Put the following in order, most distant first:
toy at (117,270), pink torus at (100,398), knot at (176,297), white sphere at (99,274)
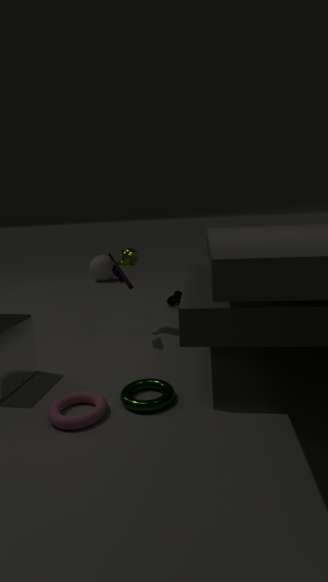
white sphere at (99,274) → knot at (176,297) → toy at (117,270) → pink torus at (100,398)
